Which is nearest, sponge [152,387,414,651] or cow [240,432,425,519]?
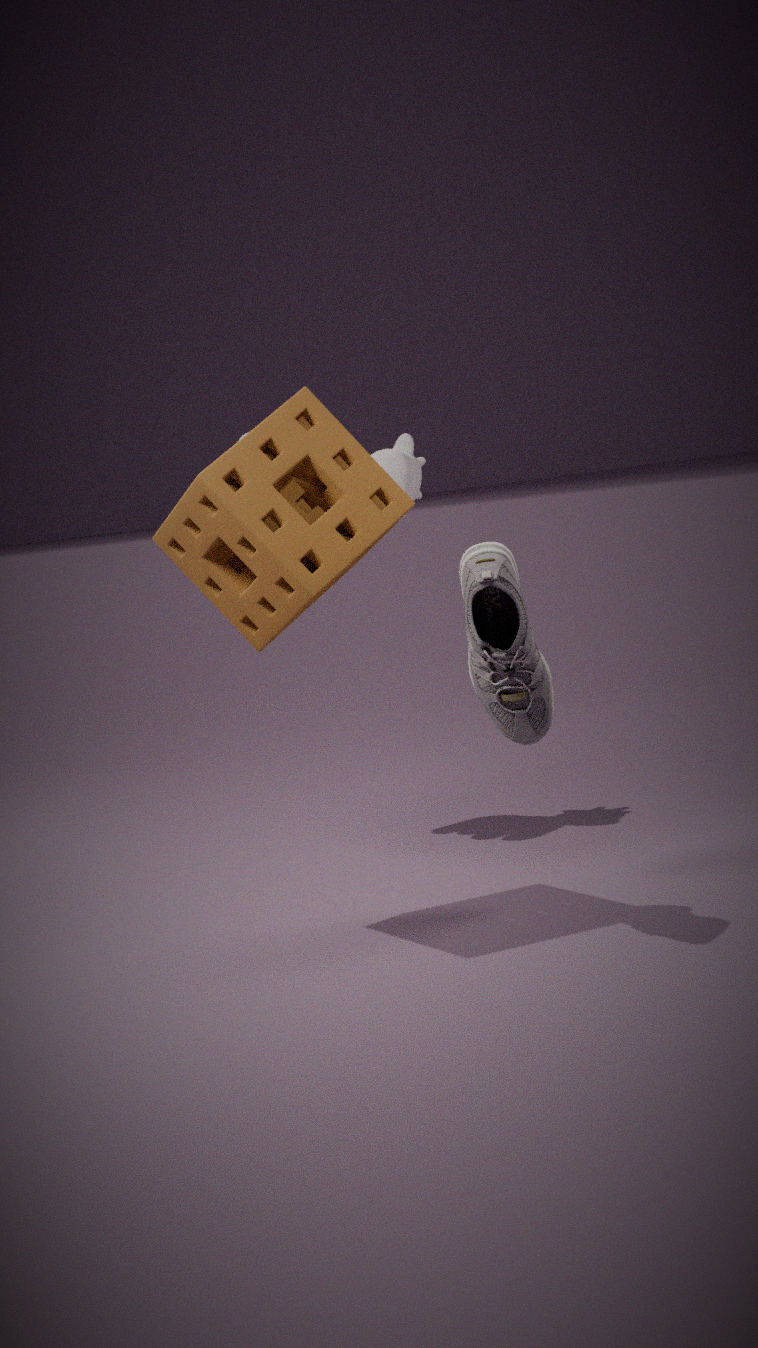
sponge [152,387,414,651]
